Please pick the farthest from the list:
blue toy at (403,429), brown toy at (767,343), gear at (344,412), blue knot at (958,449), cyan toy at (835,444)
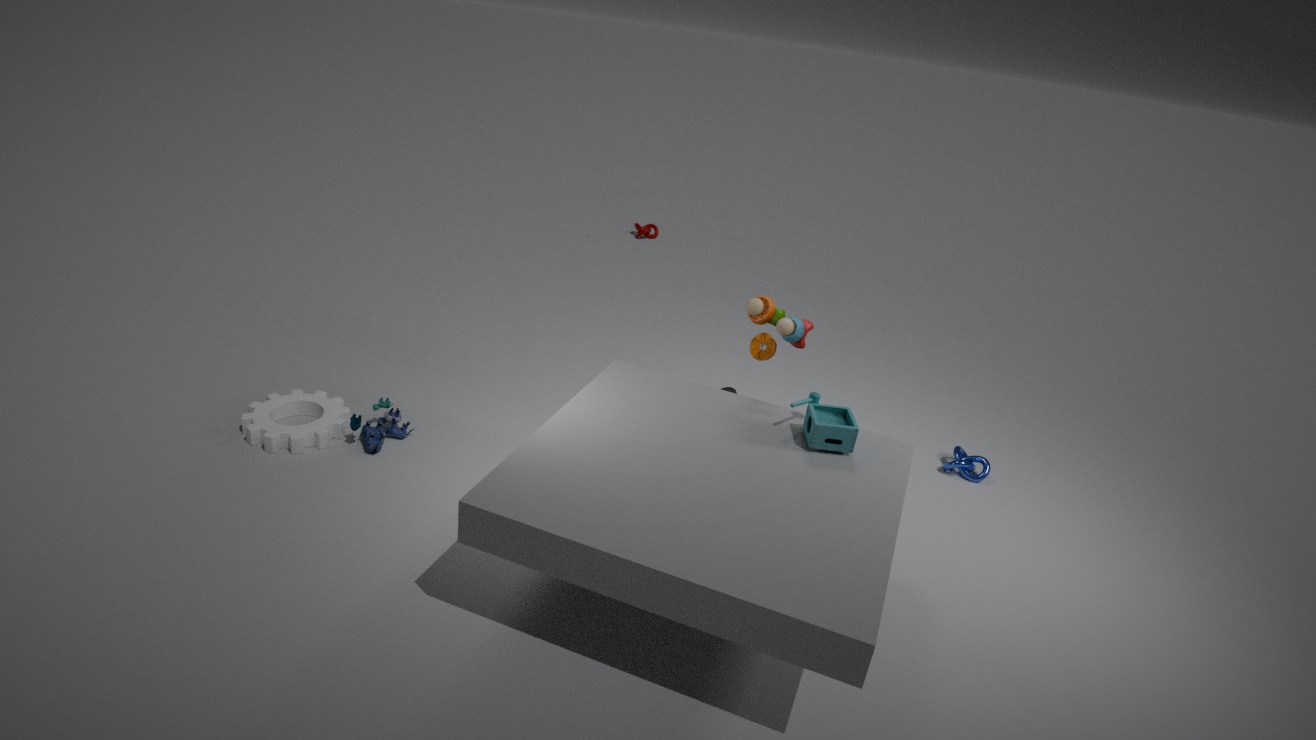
blue knot at (958,449)
